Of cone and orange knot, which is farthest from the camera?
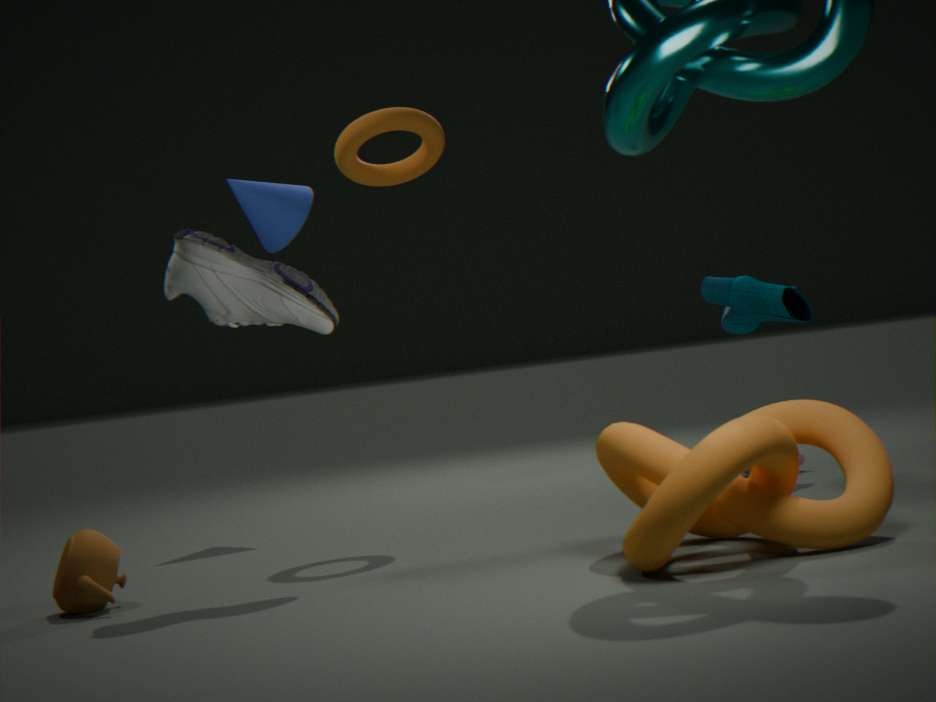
cone
